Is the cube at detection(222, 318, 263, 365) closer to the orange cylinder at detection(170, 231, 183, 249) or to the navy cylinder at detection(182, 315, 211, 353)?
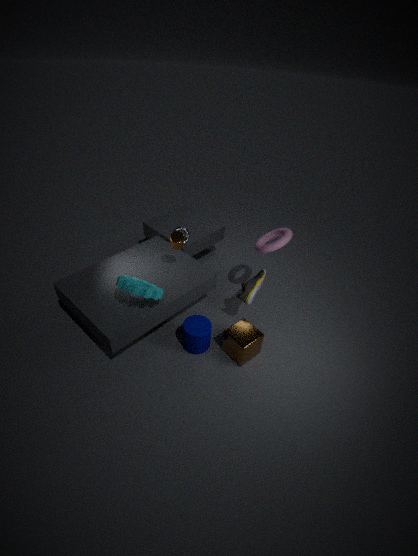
the navy cylinder at detection(182, 315, 211, 353)
